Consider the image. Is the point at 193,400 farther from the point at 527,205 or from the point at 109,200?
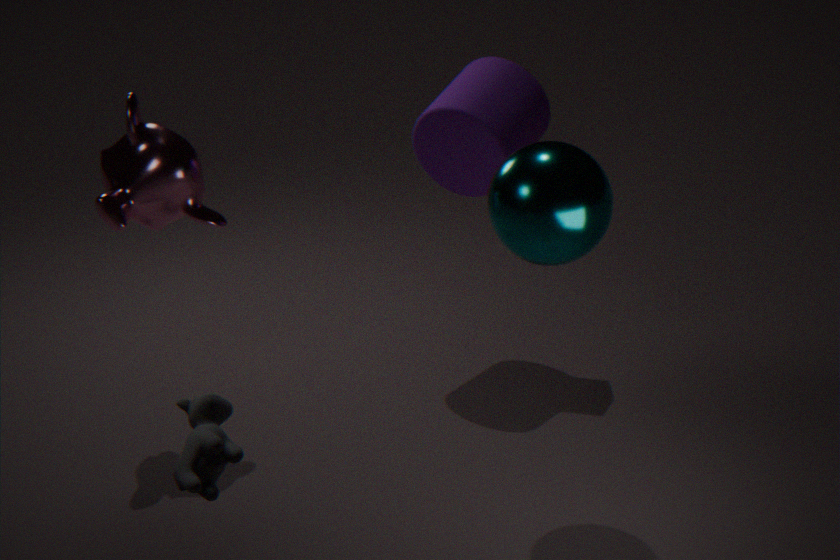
the point at 109,200
